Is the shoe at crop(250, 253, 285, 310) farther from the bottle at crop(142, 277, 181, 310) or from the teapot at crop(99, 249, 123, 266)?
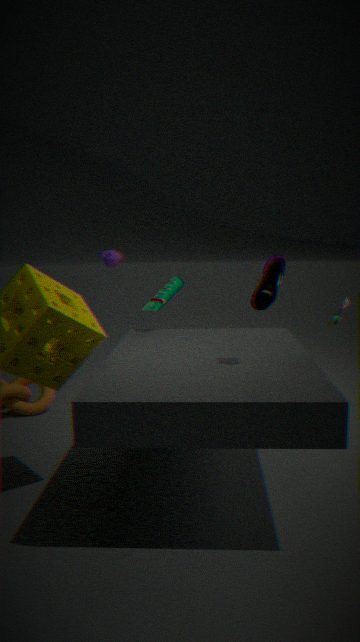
the teapot at crop(99, 249, 123, 266)
